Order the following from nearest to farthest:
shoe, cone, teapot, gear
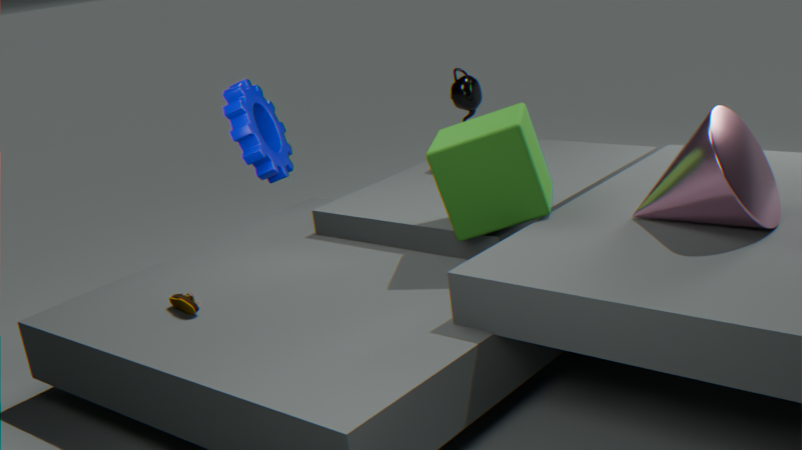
gear, cone, shoe, teapot
